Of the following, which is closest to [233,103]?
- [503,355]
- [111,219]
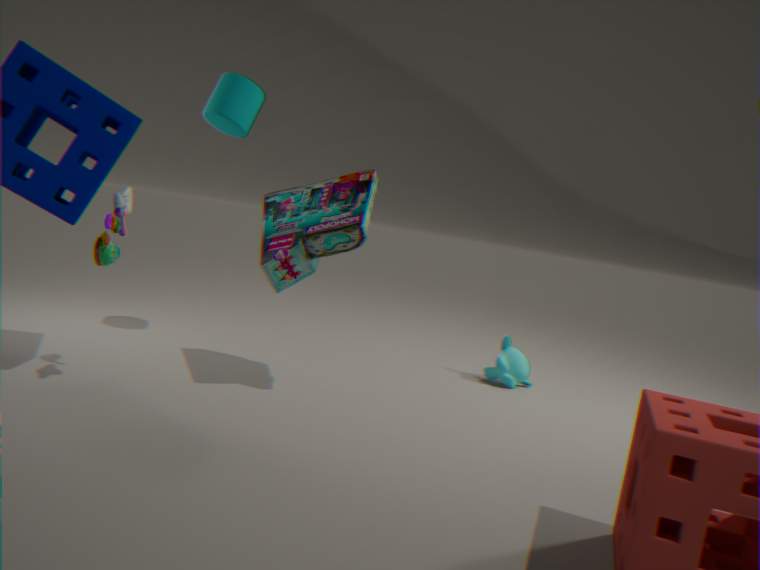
[111,219]
